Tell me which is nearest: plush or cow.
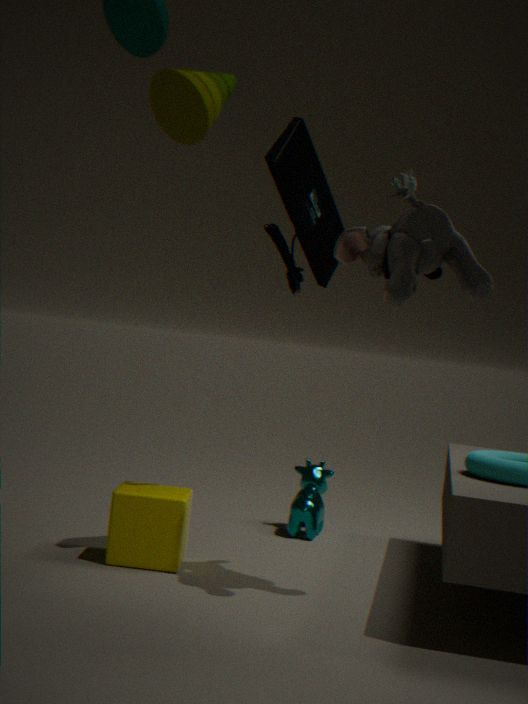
plush
